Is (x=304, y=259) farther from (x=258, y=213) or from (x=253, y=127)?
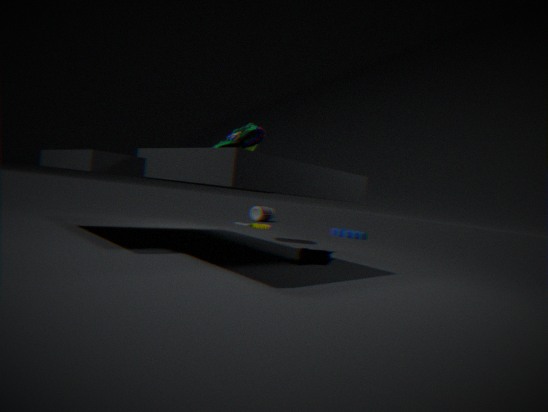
(x=258, y=213)
